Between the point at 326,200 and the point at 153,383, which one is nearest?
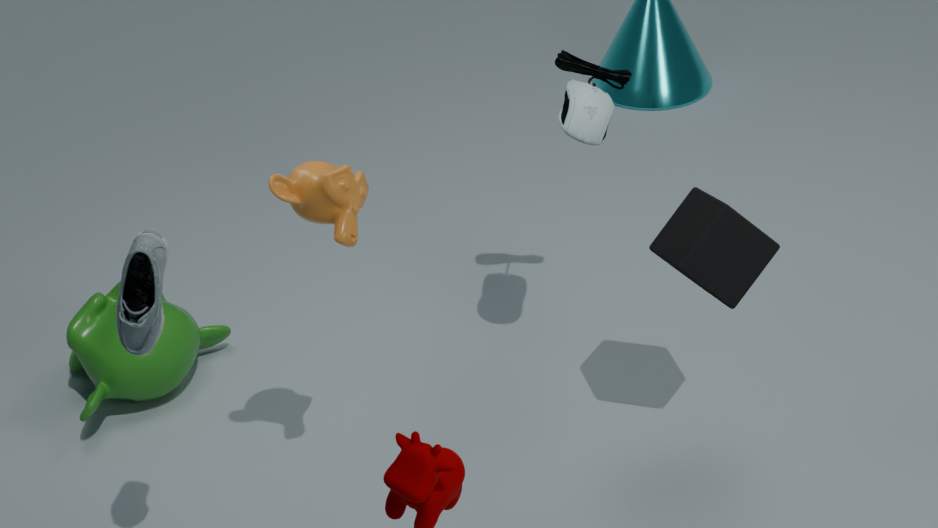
the point at 326,200
